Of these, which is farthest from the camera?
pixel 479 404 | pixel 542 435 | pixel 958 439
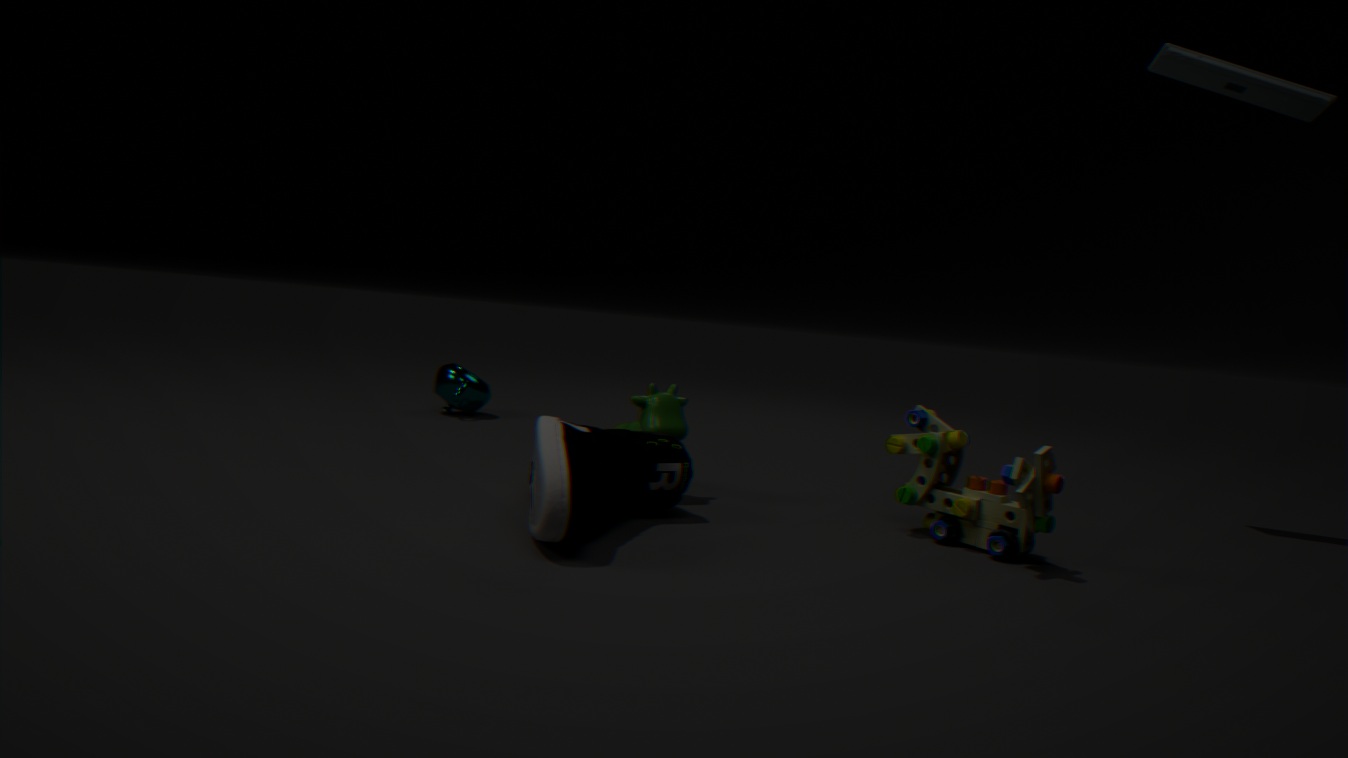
pixel 479 404
